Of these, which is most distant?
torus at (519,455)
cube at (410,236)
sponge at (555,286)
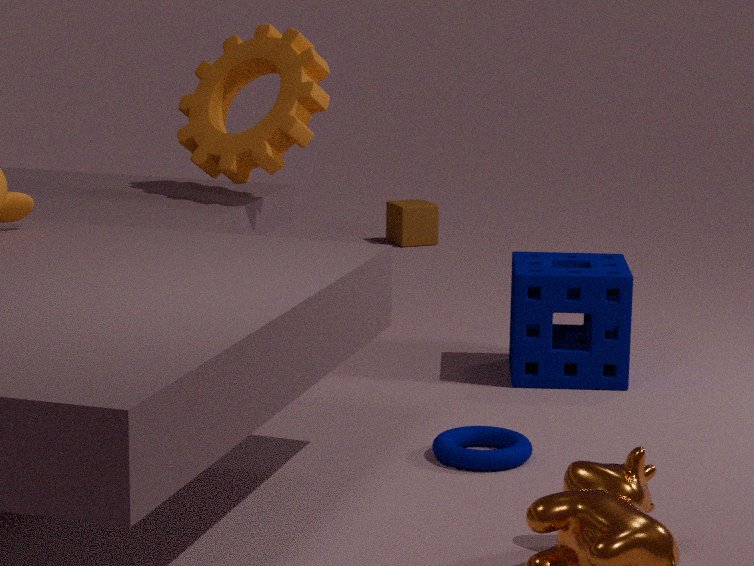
cube at (410,236)
